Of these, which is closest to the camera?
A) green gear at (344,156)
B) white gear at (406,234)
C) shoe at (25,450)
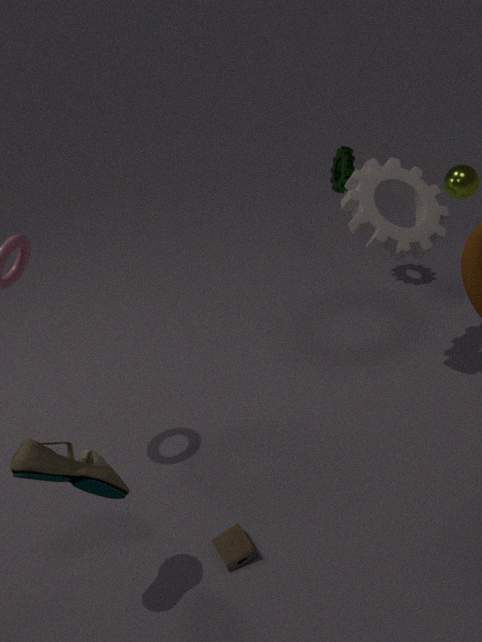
shoe at (25,450)
